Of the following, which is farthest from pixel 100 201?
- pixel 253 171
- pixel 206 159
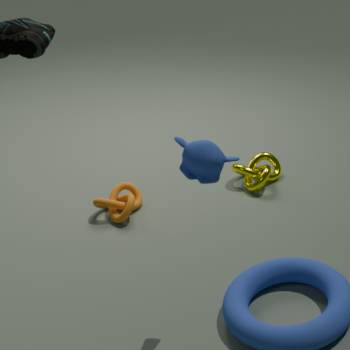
pixel 206 159
